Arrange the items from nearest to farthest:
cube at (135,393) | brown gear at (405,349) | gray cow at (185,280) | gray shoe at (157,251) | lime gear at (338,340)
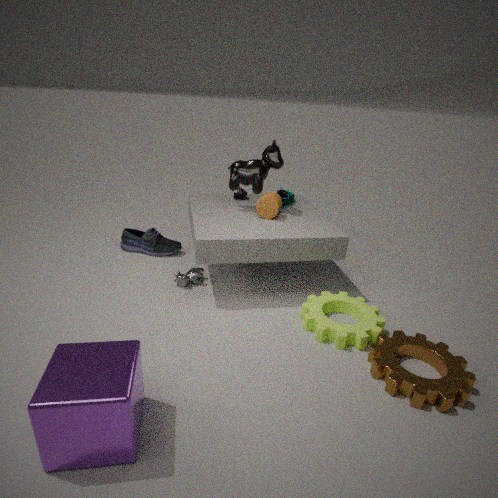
cube at (135,393) < brown gear at (405,349) < lime gear at (338,340) < gray cow at (185,280) < gray shoe at (157,251)
